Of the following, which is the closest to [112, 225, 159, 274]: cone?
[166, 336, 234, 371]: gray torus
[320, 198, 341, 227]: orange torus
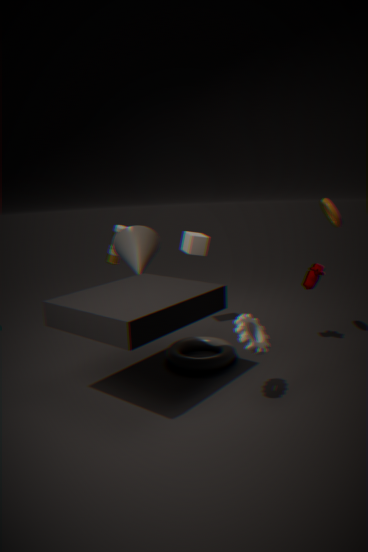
[166, 336, 234, 371]: gray torus
